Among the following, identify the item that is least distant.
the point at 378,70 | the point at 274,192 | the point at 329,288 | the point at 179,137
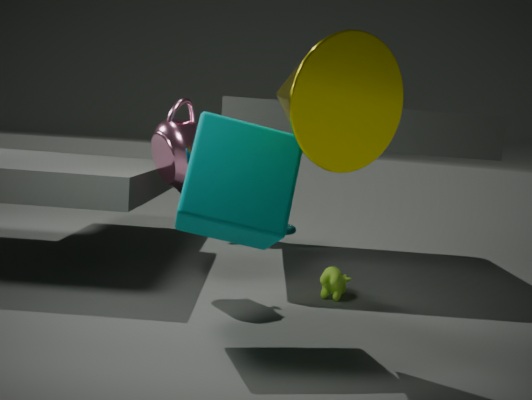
the point at 378,70
